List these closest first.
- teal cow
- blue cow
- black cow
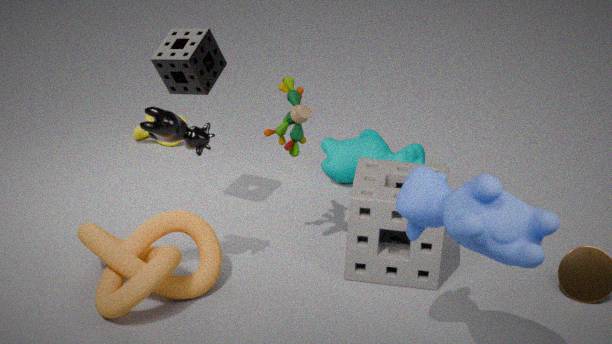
1. blue cow
2. black cow
3. teal cow
